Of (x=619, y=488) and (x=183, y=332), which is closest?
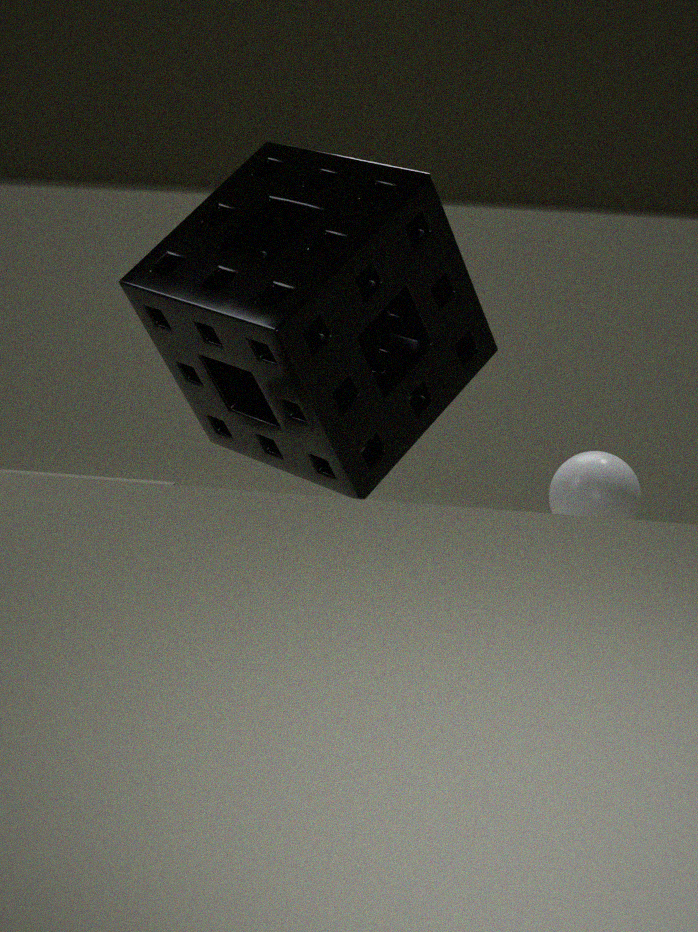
(x=183, y=332)
